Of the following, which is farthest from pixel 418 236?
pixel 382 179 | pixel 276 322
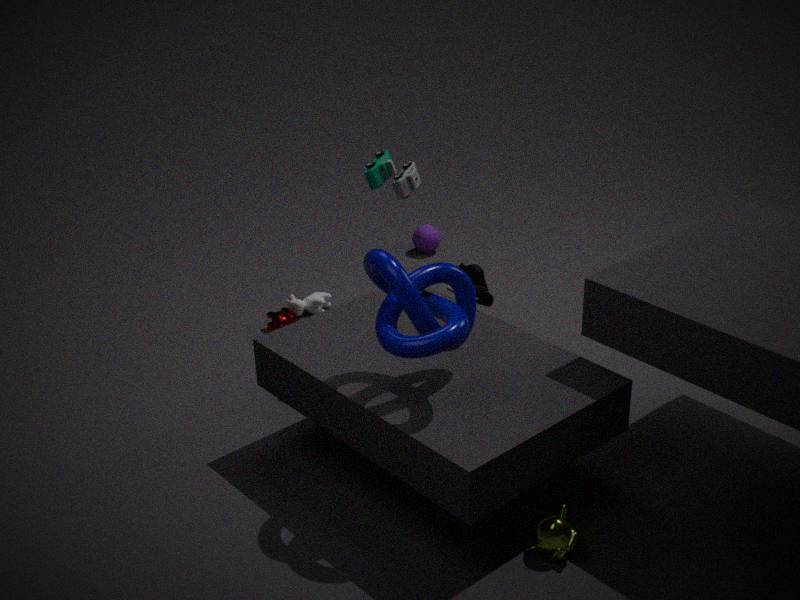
pixel 382 179
